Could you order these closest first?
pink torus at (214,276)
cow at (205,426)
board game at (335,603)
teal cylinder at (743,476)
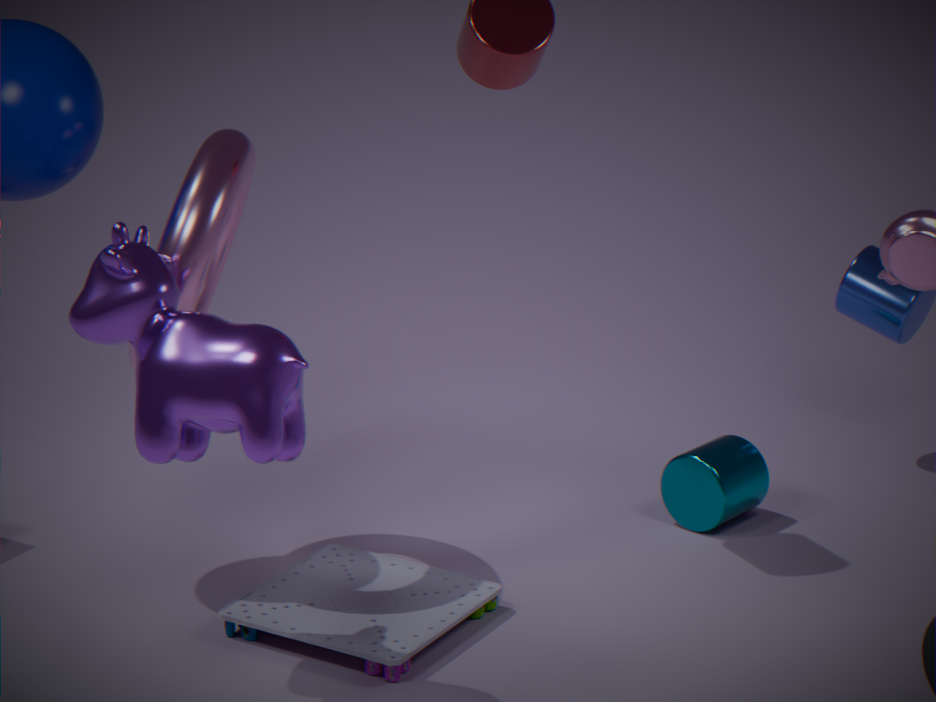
1. cow at (205,426)
2. pink torus at (214,276)
3. board game at (335,603)
4. teal cylinder at (743,476)
